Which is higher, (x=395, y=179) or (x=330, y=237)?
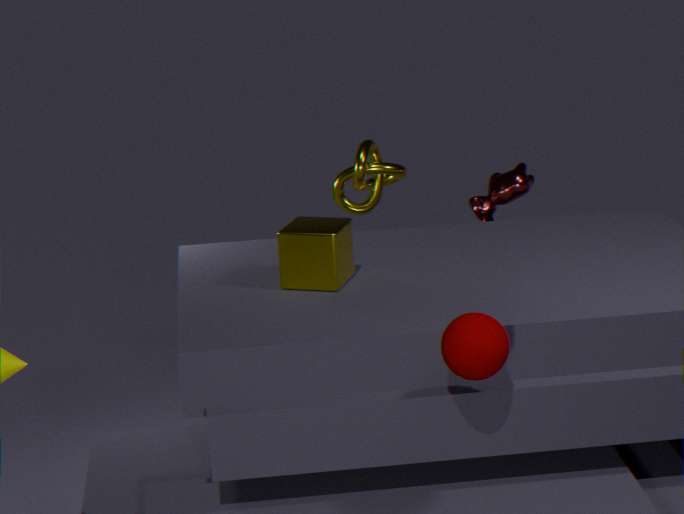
(x=395, y=179)
